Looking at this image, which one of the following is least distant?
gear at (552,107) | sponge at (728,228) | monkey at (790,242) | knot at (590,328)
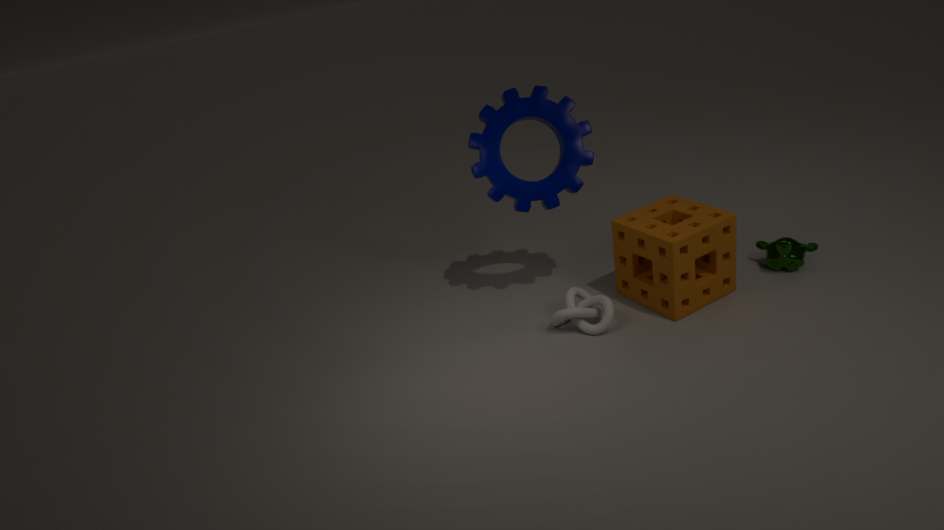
sponge at (728,228)
